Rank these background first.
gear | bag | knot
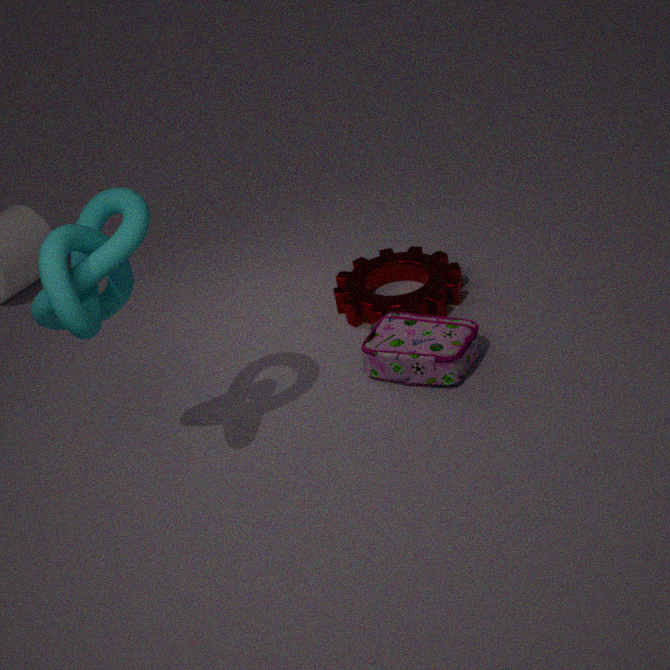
gear < bag < knot
